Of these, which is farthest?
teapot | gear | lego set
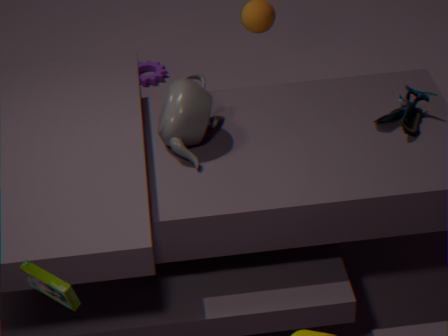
gear
